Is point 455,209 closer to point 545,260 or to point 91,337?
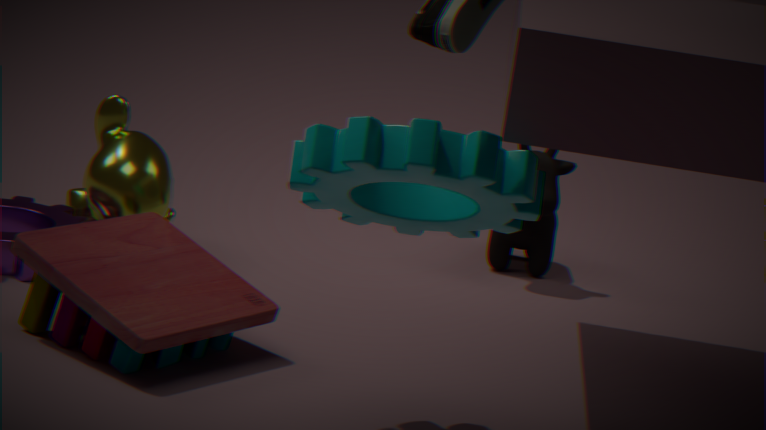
point 91,337
